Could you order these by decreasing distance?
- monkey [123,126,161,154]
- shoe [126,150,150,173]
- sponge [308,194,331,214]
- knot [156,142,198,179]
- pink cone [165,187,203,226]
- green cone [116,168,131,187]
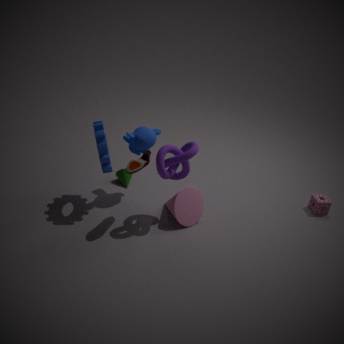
green cone [116,168,131,187], sponge [308,194,331,214], monkey [123,126,161,154], pink cone [165,187,203,226], knot [156,142,198,179], shoe [126,150,150,173]
